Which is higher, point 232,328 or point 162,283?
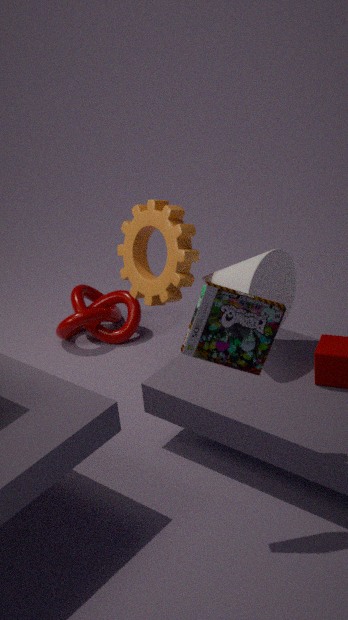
point 232,328
